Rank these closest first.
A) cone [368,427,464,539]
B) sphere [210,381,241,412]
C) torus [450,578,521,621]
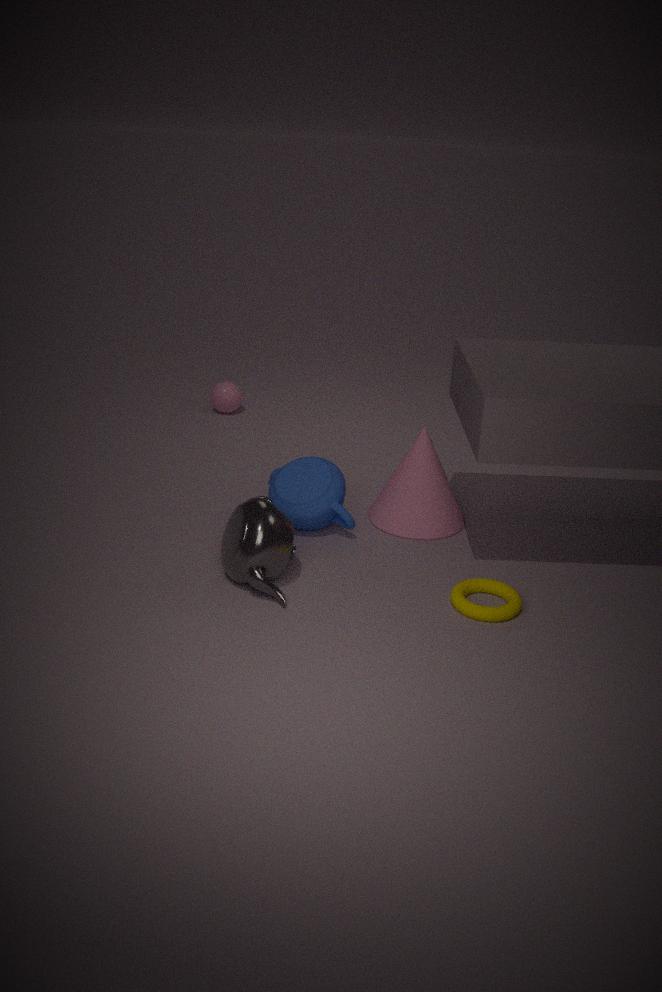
torus [450,578,521,621] < cone [368,427,464,539] < sphere [210,381,241,412]
